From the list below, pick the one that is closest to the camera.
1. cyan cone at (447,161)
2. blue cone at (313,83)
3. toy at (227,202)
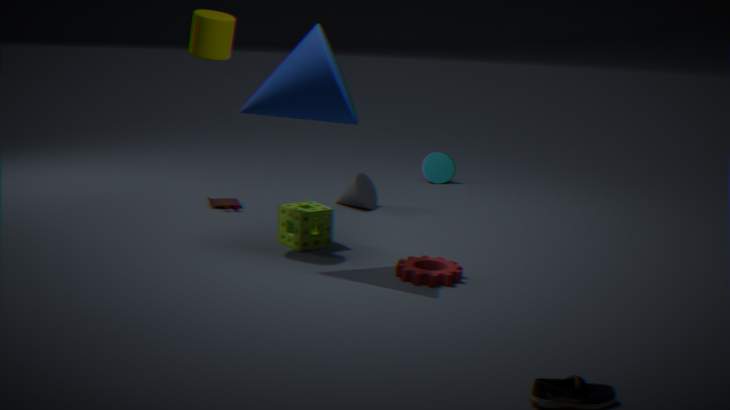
blue cone at (313,83)
